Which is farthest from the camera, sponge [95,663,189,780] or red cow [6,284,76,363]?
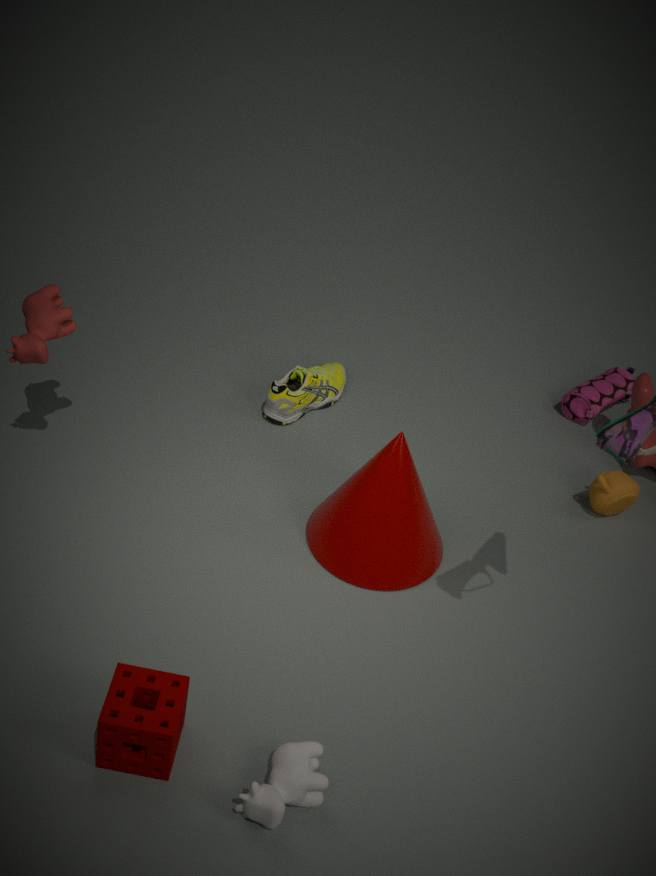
red cow [6,284,76,363]
